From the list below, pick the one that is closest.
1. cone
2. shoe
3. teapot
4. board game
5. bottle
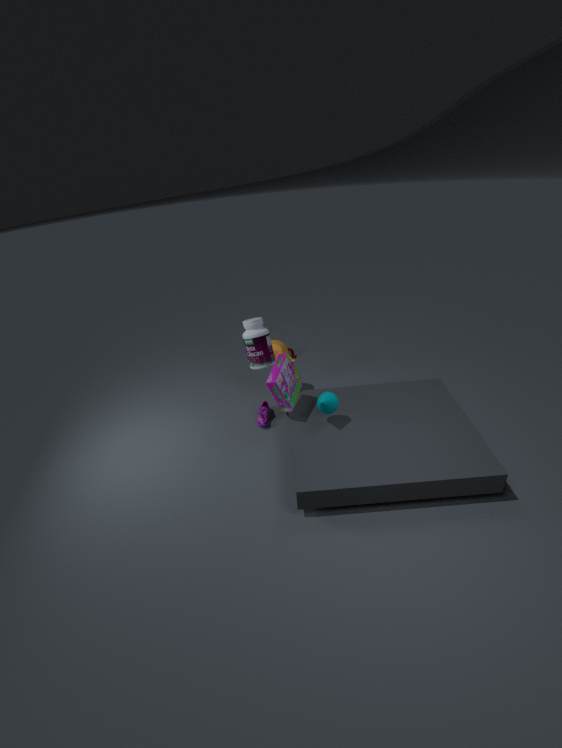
cone
